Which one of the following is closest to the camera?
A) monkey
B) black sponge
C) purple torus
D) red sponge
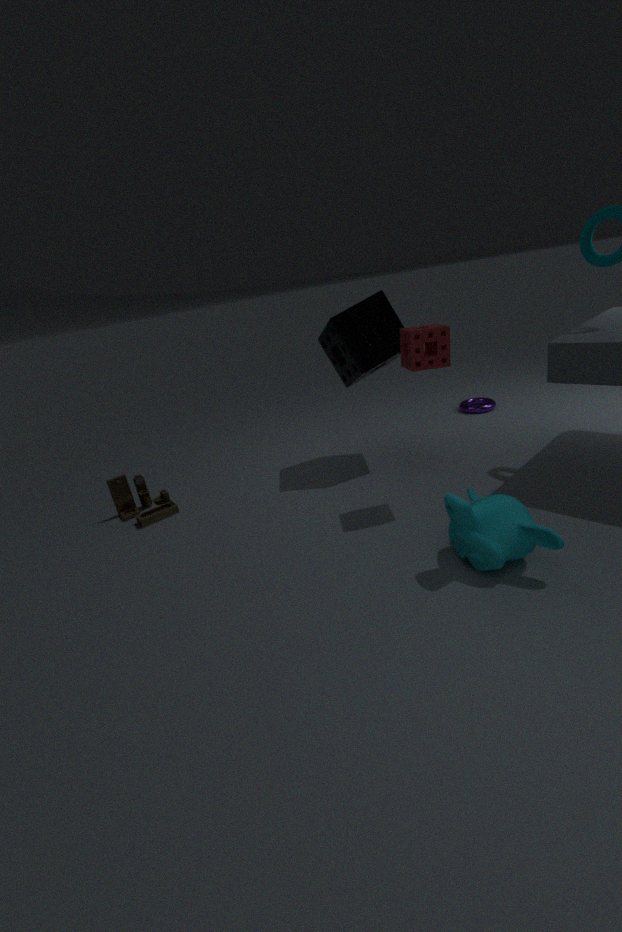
monkey
